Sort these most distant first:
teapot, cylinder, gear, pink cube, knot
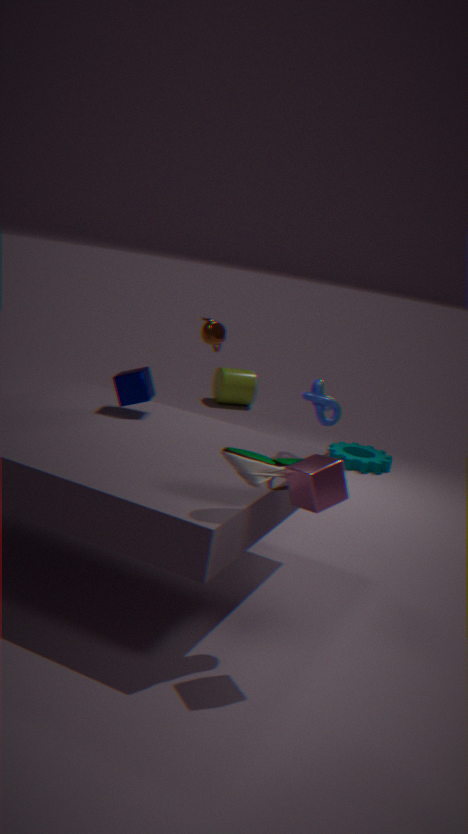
cylinder < gear < teapot < knot < pink cube
